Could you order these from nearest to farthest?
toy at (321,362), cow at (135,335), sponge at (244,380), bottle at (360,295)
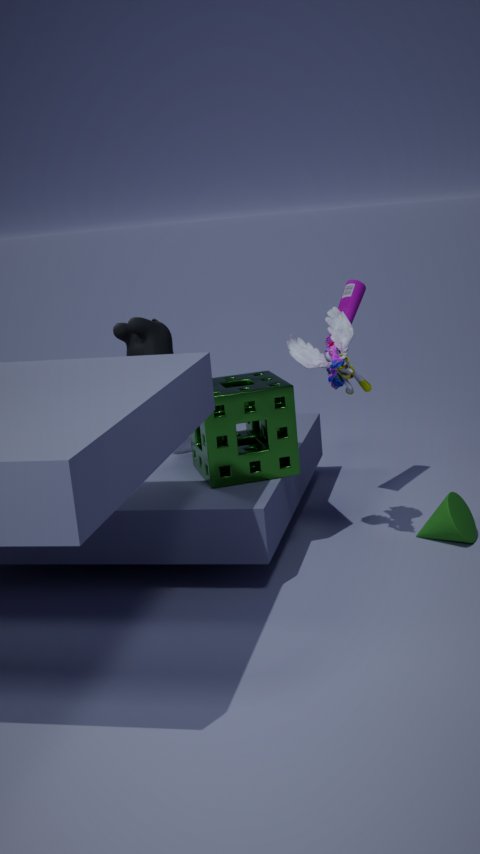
toy at (321,362) → sponge at (244,380) → cow at (135,335) → bottle at (360,295)
